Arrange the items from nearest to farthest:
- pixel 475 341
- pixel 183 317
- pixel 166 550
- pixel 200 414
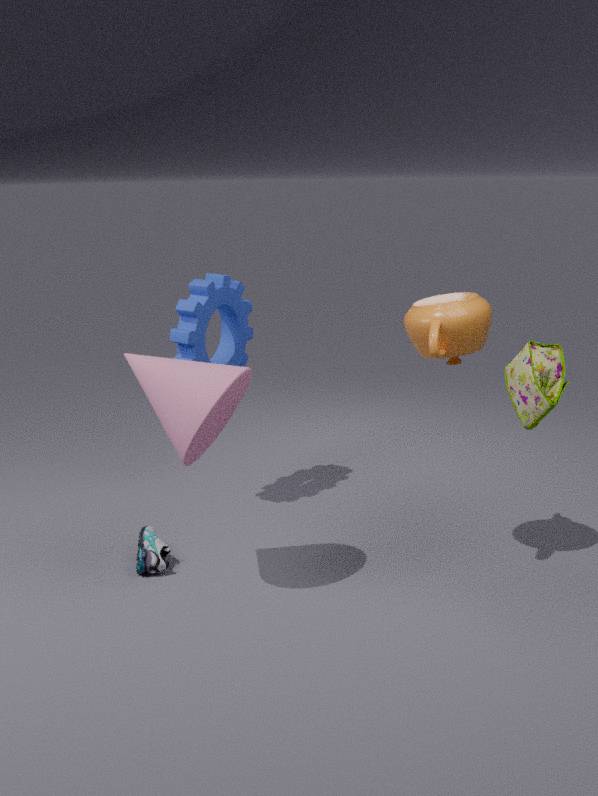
1. pixel 200 414
2. pixel 475 341
3. pixel 166 550
4. pixel 183 317
